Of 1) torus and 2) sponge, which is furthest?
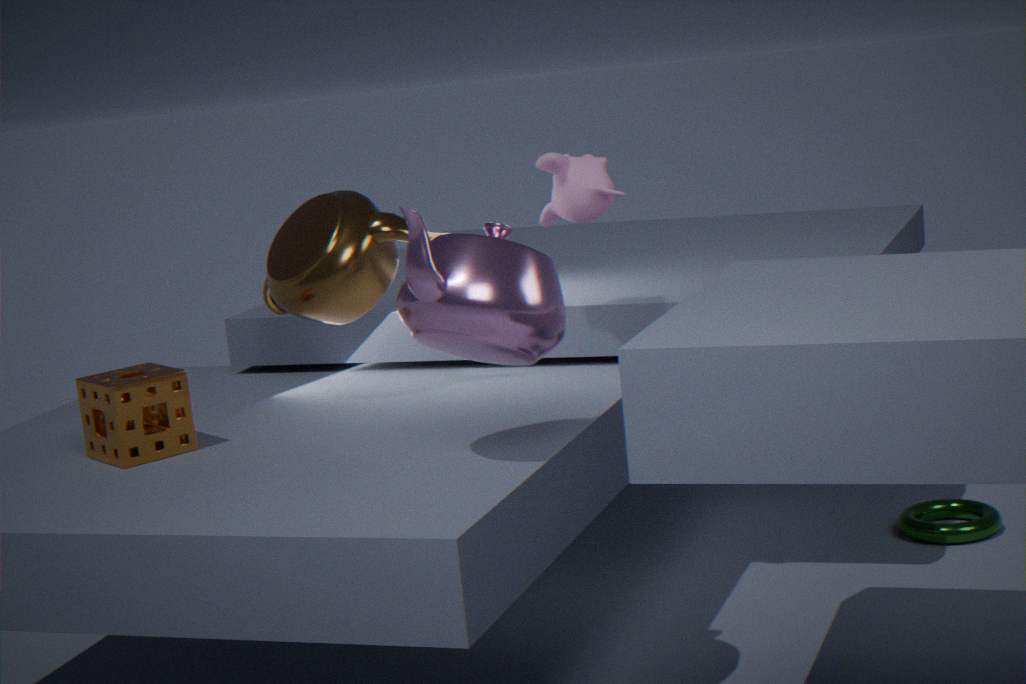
1. torus
